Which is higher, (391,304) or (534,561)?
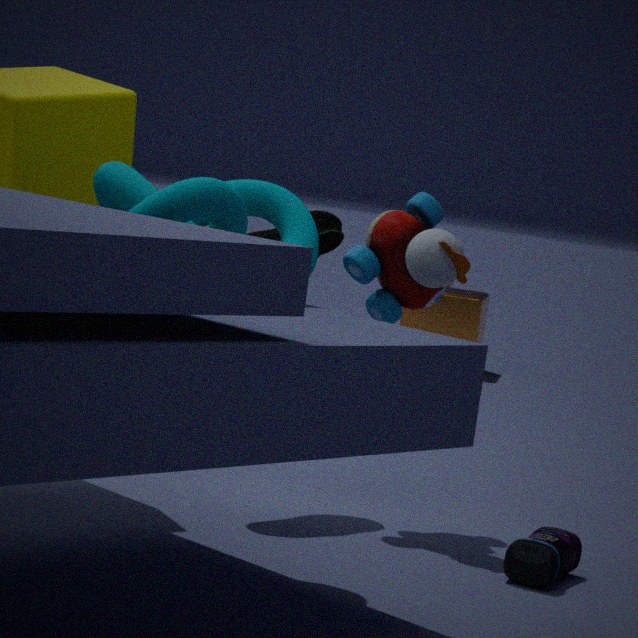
(391,304)
